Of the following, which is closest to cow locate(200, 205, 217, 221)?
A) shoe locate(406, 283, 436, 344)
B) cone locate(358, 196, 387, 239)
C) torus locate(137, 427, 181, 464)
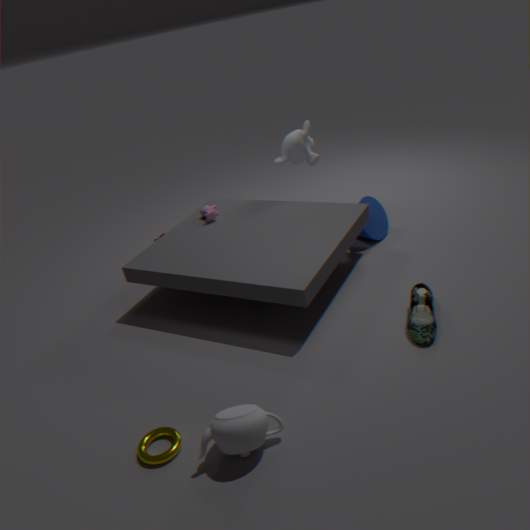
cone locate(358, 196, 387, 239)
